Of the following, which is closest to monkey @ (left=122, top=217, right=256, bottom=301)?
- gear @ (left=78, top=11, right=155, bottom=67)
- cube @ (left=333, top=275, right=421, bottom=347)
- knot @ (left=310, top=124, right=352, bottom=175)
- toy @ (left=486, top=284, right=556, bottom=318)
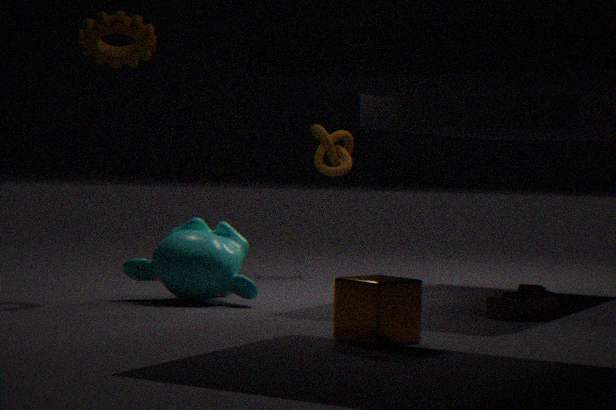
gear @ (left=78, top=11, right=155, bottom=67)
